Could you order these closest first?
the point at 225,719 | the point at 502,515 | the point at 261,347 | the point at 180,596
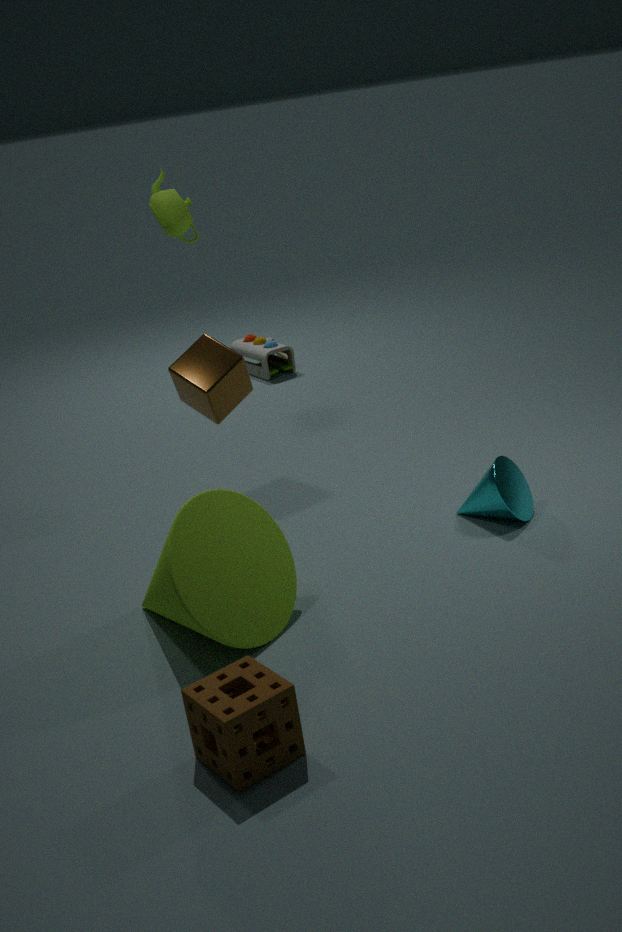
1. the point at 225,719
2. the point at 180,596
3. the point at 502,515
4. the point at 261,347
